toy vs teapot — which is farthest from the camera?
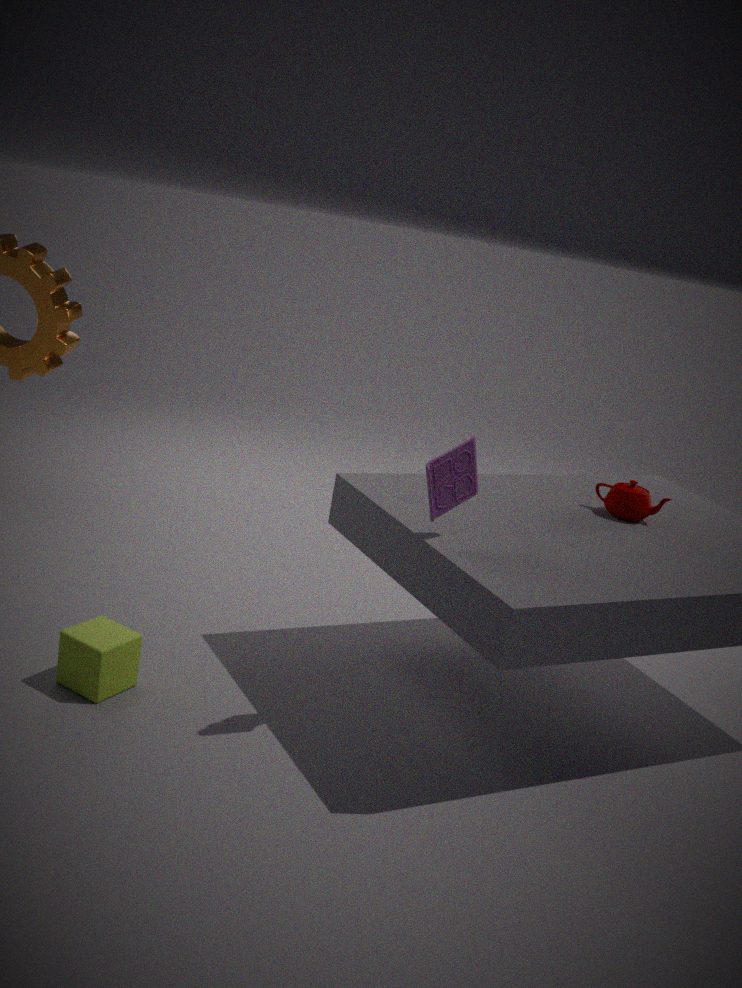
teapot
